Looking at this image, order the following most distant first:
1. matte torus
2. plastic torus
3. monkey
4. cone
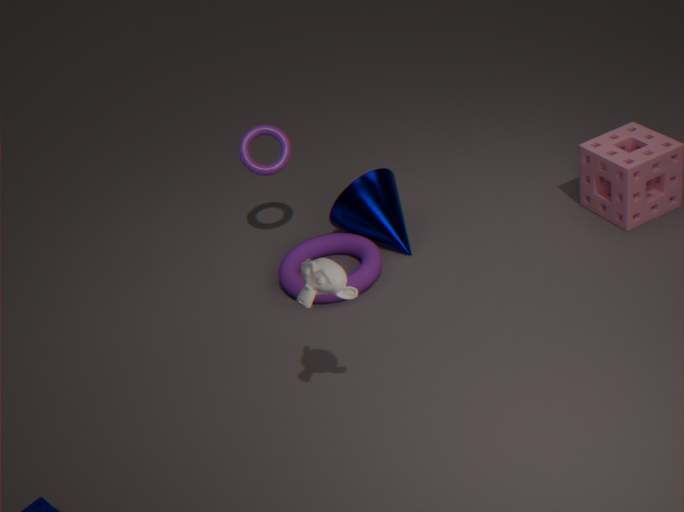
cone
plastic torus
matte torus
monkey
